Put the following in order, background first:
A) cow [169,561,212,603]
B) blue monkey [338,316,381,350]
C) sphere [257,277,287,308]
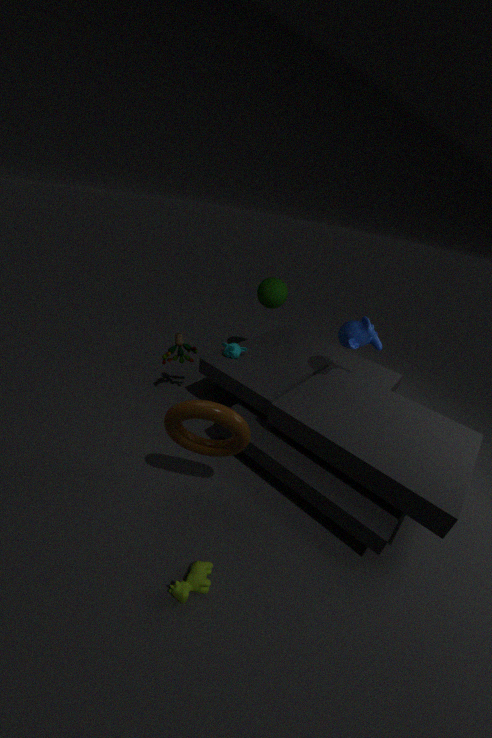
sphere [257,277,287,308]
blue monkey [338,316,381,350]
cow [169,561,212,603]
